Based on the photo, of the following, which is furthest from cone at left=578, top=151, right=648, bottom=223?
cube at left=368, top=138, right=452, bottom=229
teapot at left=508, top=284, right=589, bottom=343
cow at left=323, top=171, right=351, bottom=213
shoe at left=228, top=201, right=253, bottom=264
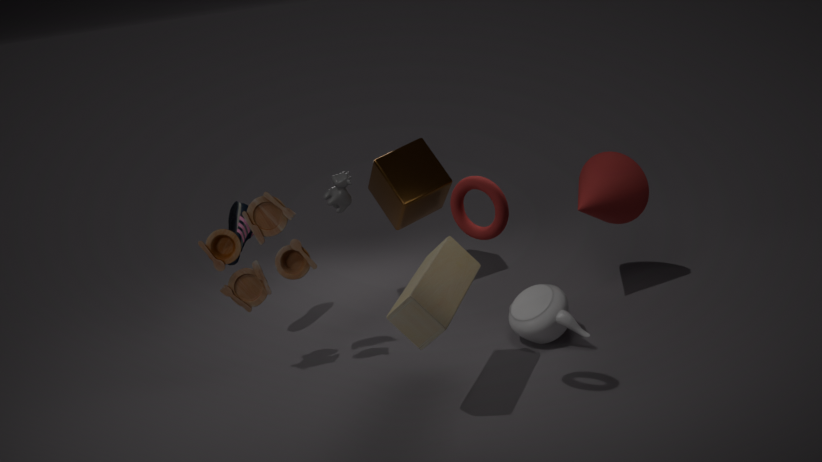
shoe at left=228, top=201, right=253, bottom=264
